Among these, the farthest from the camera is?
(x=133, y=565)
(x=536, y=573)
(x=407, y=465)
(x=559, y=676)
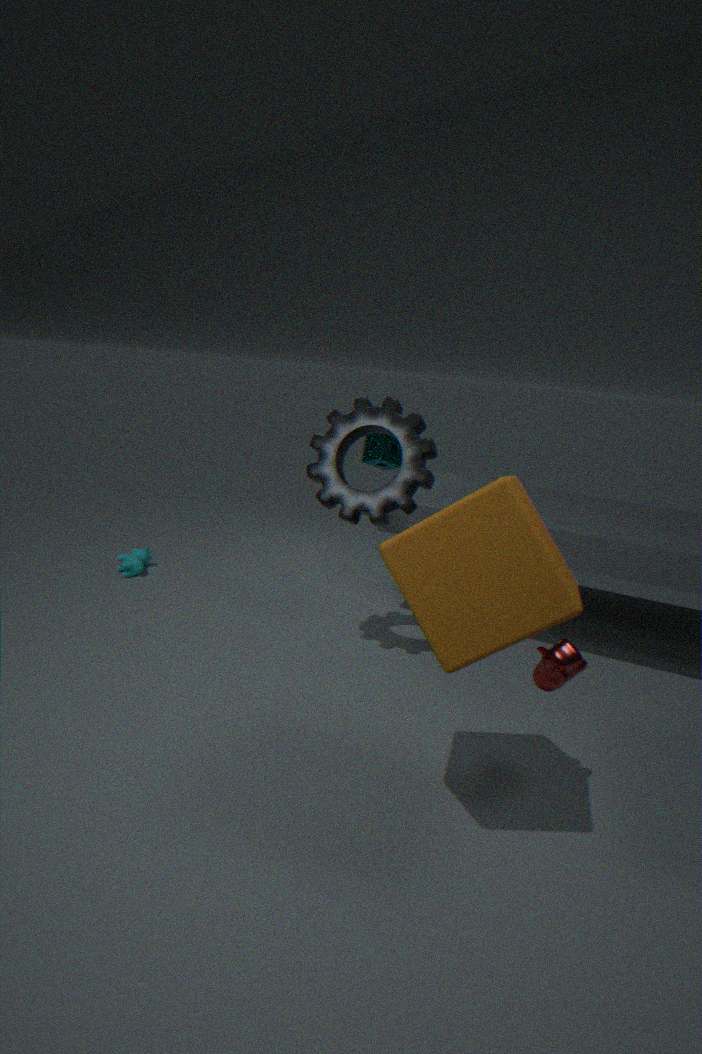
(x=133, y=565)
